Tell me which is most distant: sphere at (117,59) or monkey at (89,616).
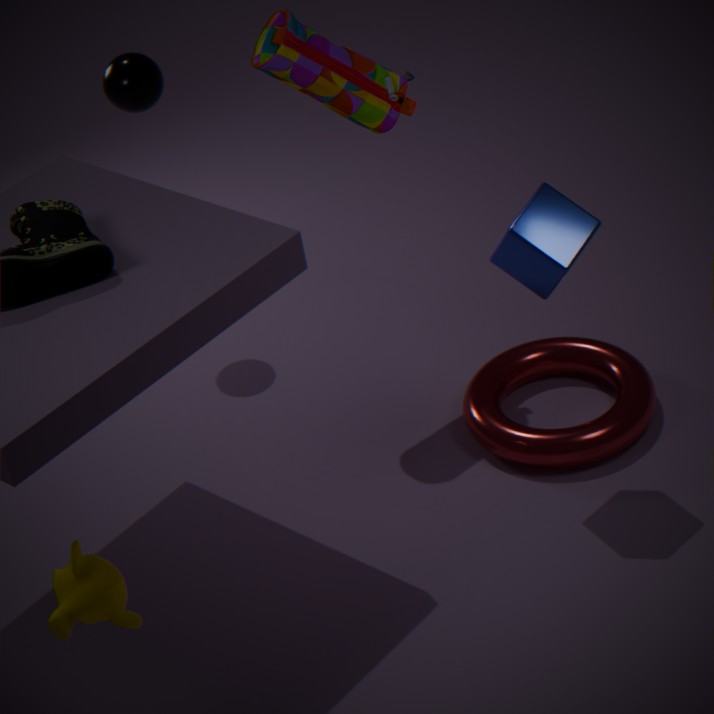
sphere at (117,59)
